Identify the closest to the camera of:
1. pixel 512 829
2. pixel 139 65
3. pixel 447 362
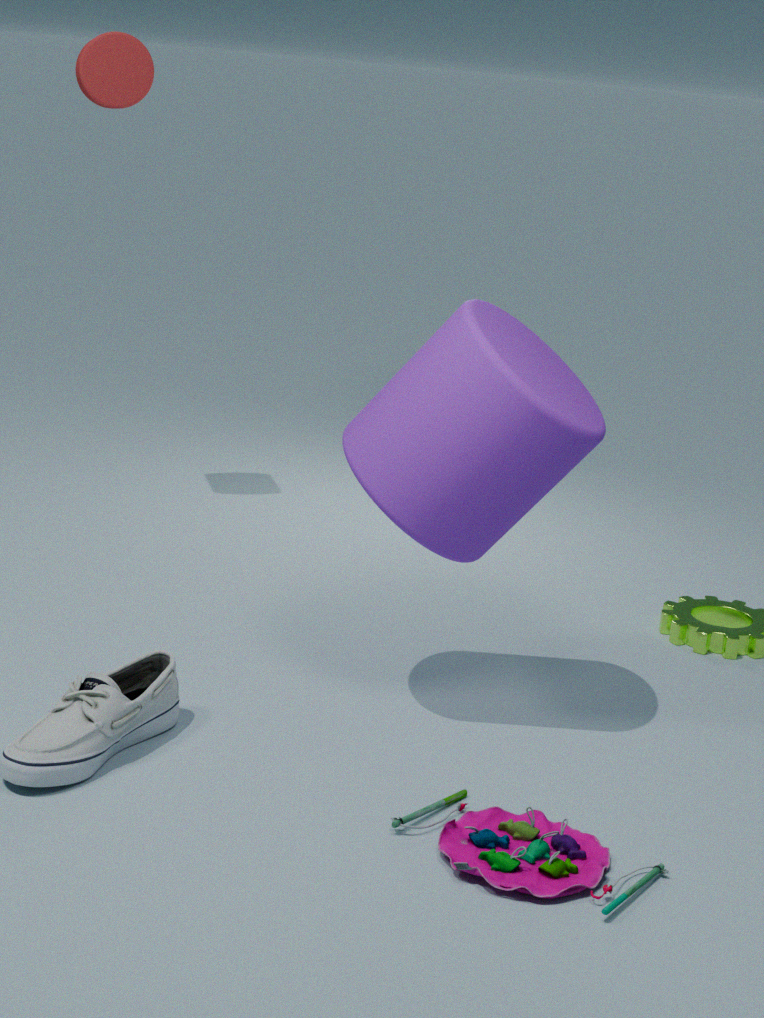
pixel 512 829
